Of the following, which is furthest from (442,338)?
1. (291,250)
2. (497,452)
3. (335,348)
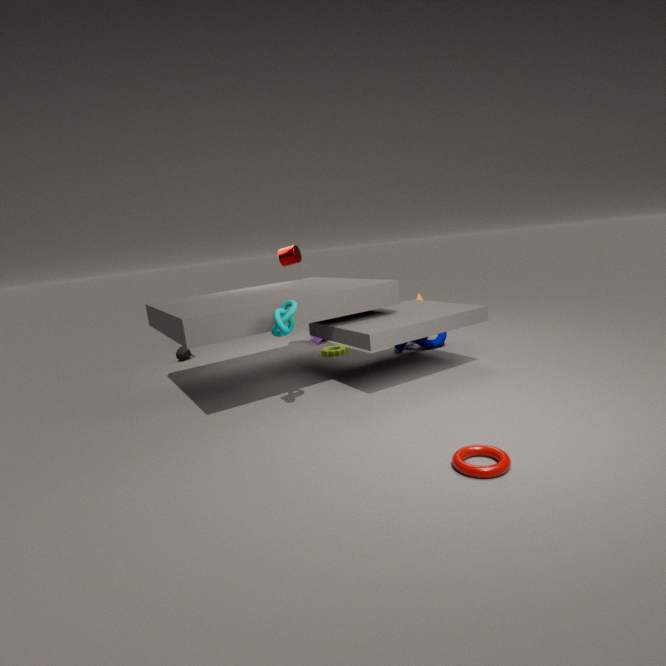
(497,452)
